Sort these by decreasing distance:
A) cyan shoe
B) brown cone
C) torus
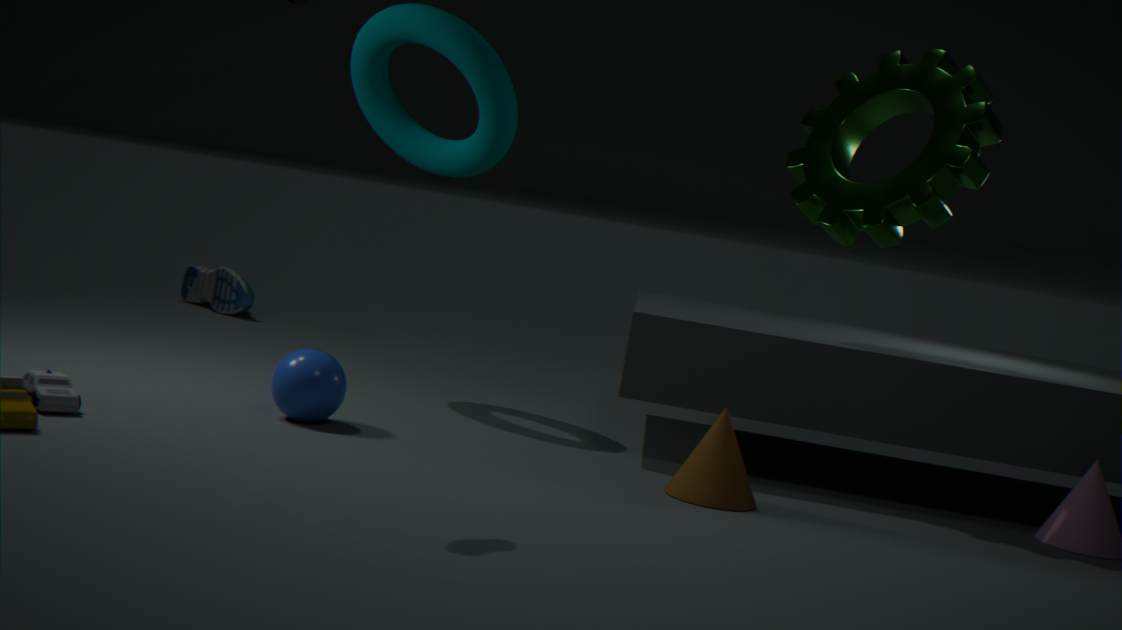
A. cyan shoe < C. torus < B. brown cone
